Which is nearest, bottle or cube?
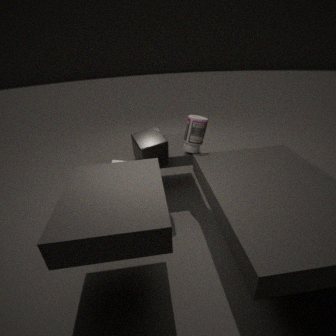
cube
